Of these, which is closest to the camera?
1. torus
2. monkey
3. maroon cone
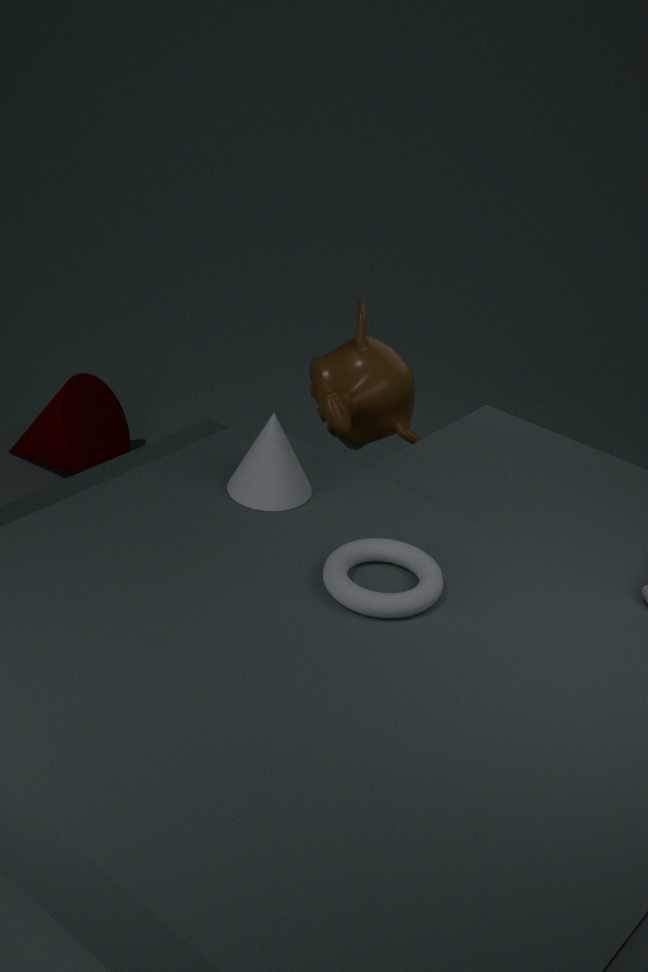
torus
